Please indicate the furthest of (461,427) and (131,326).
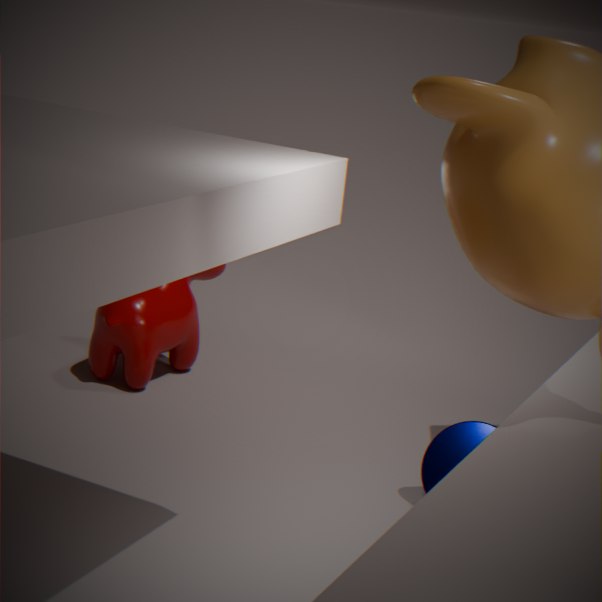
(131,326)
